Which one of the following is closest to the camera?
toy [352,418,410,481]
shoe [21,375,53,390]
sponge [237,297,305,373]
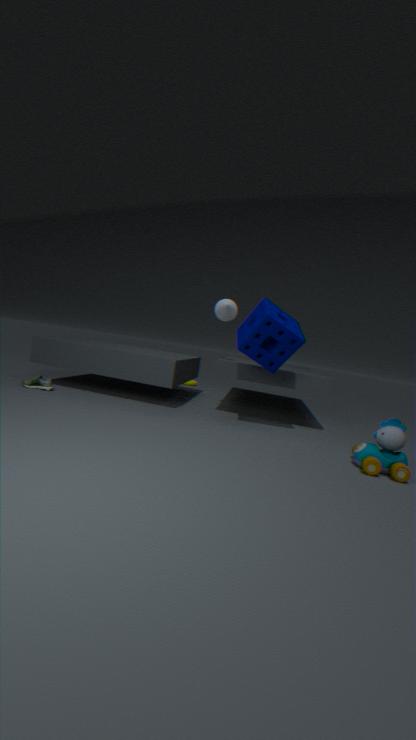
toy [352,418,410,481]
